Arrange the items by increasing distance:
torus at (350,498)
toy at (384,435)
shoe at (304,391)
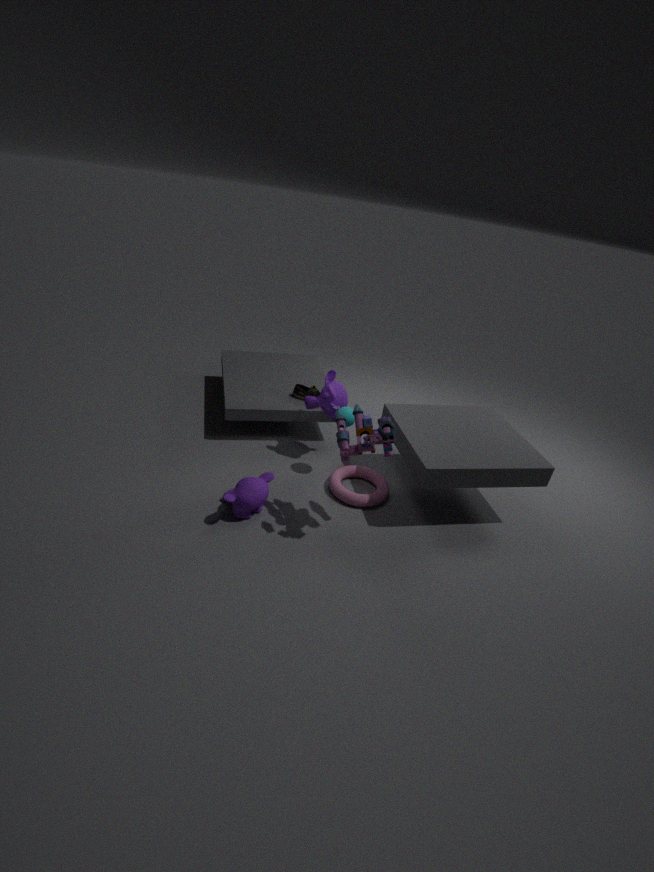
toy at (384,435)
torus at (350,498)
shoe at (304,391)
